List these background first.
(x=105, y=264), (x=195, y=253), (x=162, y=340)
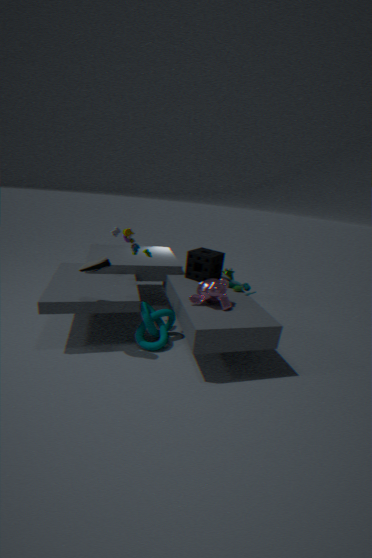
(x=195, y=253) < (x=162, y=340) < (x=105, y=264)
